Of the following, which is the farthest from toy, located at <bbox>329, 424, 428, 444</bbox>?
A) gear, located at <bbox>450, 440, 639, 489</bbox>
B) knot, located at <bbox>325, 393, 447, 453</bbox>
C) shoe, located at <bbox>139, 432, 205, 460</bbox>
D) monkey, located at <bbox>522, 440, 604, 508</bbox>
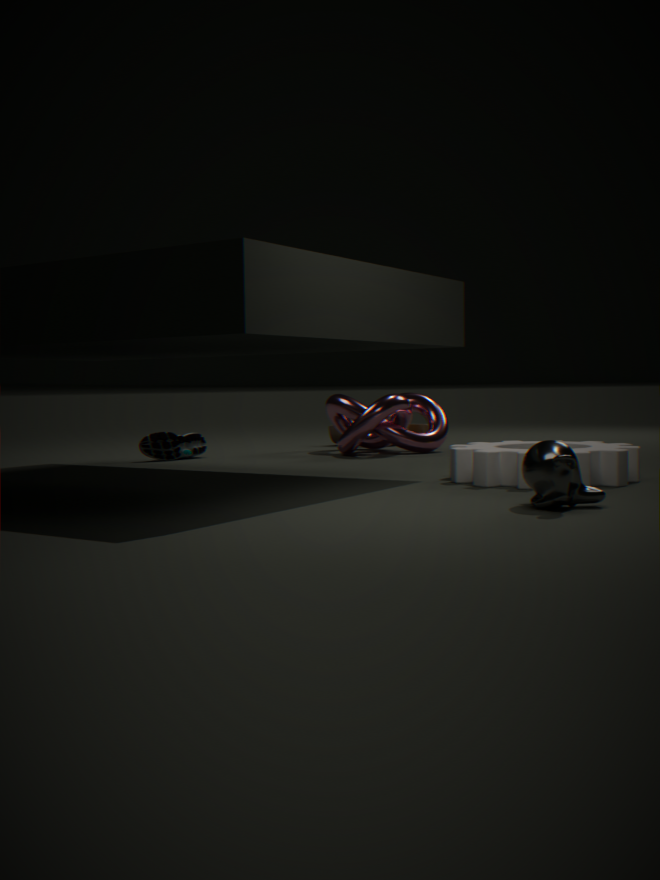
monkey, located at <bbox>522, 440, 604, 508</bbox>
